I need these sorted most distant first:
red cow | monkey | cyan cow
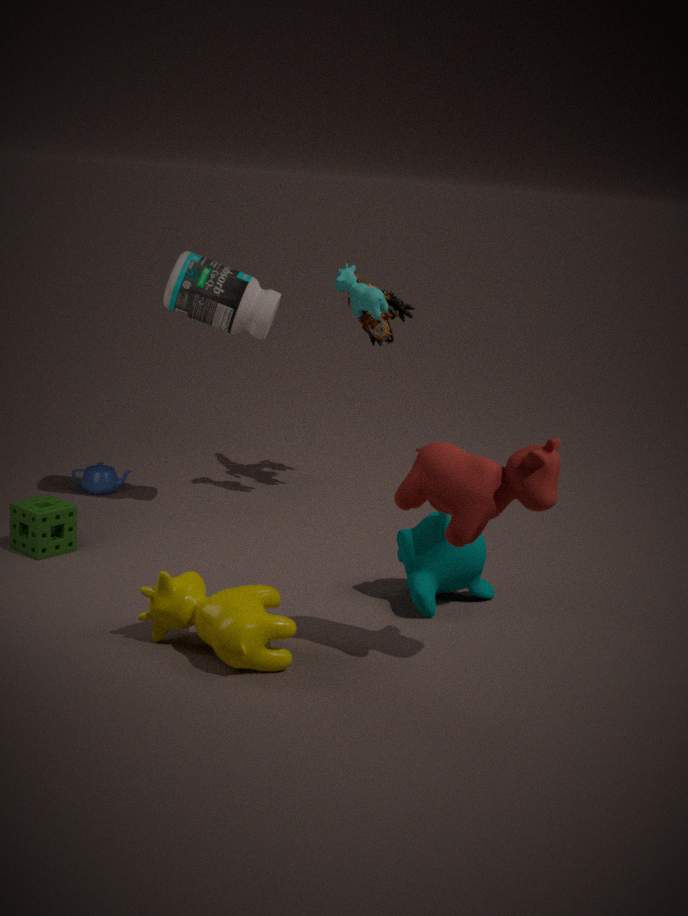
cyan cow → monkey → red cow
